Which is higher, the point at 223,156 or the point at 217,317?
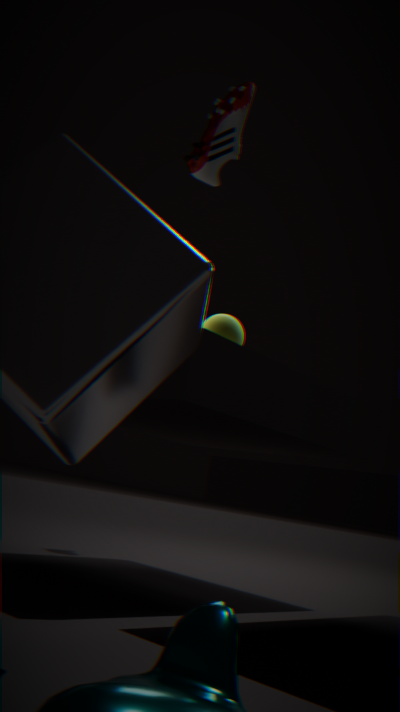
the point at 223,156
